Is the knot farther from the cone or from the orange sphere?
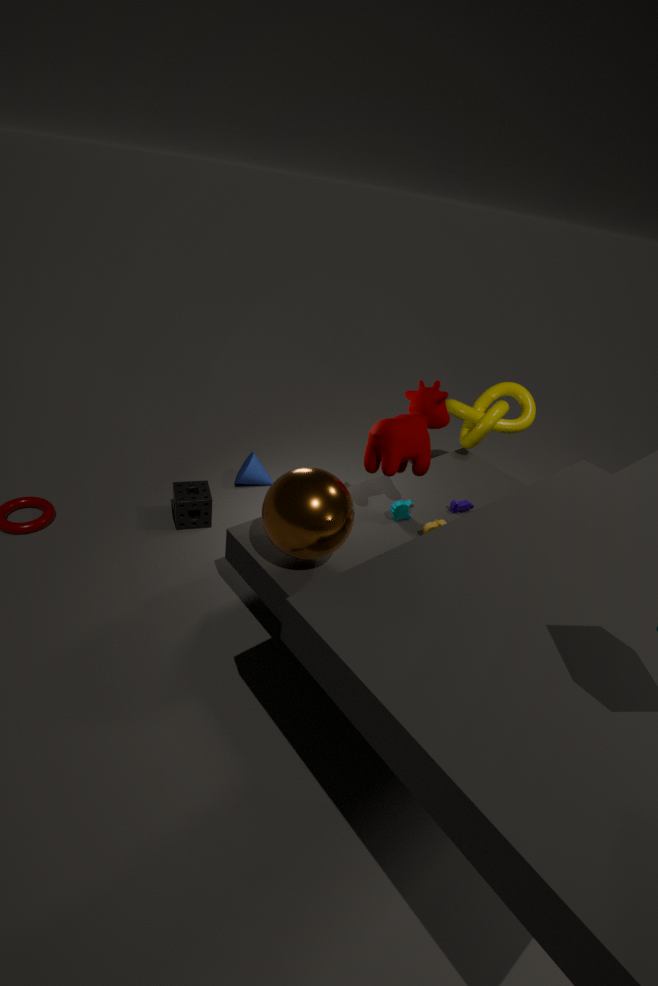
the orange sphere
